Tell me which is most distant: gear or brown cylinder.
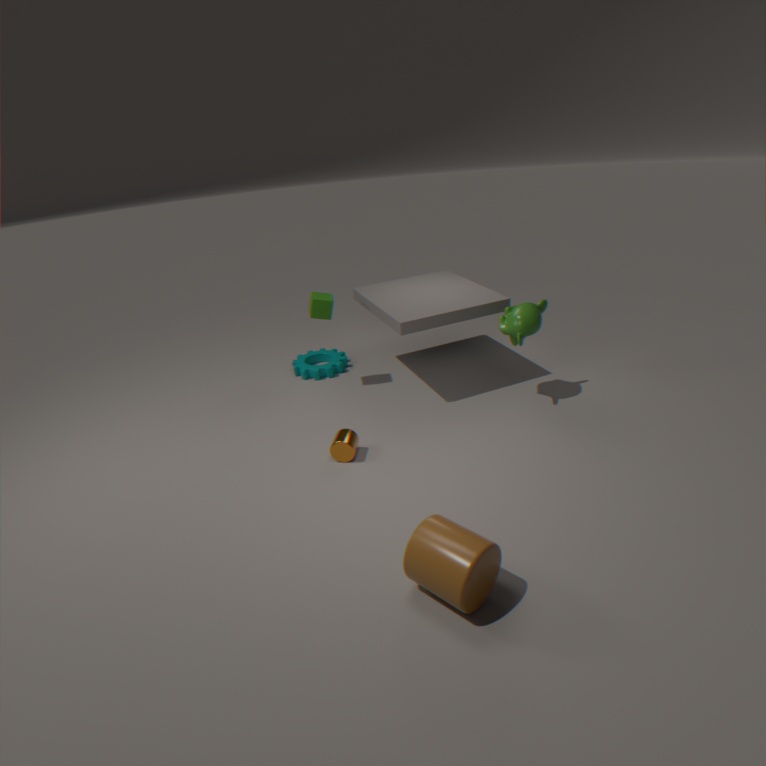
gear
